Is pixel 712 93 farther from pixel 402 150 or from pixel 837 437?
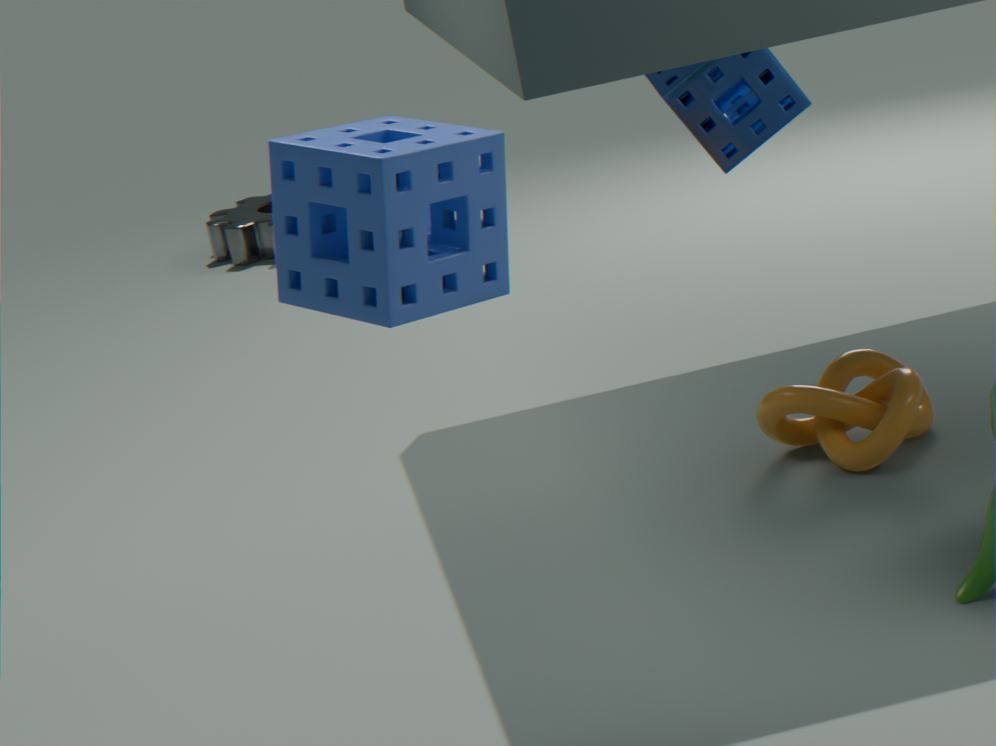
pixel 402 150
